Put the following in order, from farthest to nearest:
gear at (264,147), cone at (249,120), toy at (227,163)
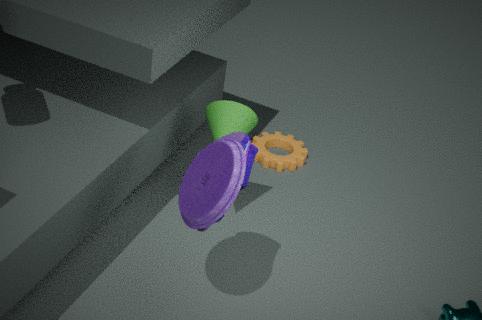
gear at (264,147), cone at (249,120), toy at (227,163)
